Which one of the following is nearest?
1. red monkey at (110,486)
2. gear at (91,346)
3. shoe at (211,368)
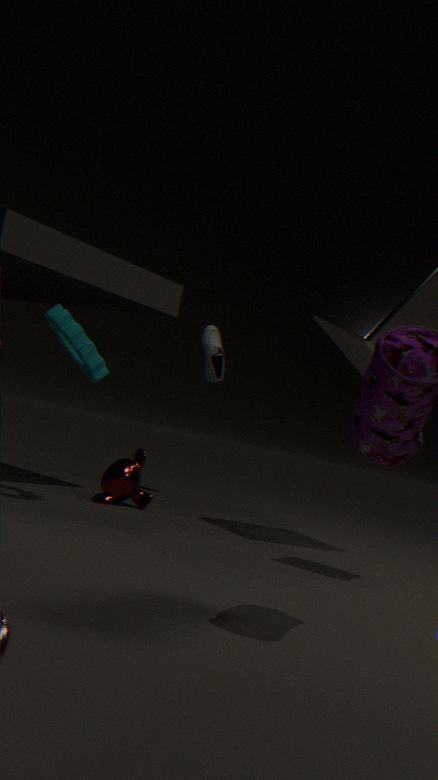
gear at (91,346)
